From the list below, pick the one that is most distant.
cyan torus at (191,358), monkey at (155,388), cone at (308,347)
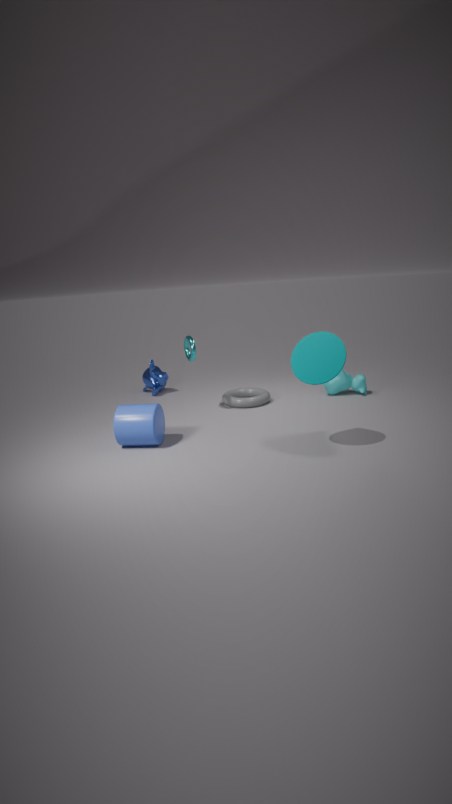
monkey at (155,388)
